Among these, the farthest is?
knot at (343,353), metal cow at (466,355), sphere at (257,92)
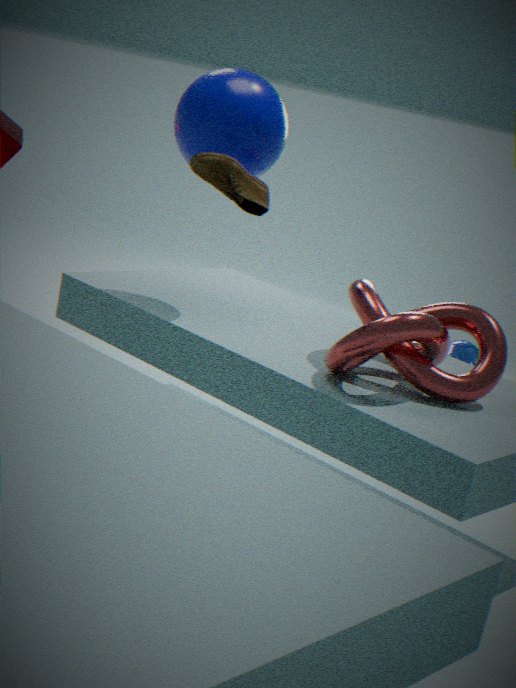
metal cow at (466,355)
